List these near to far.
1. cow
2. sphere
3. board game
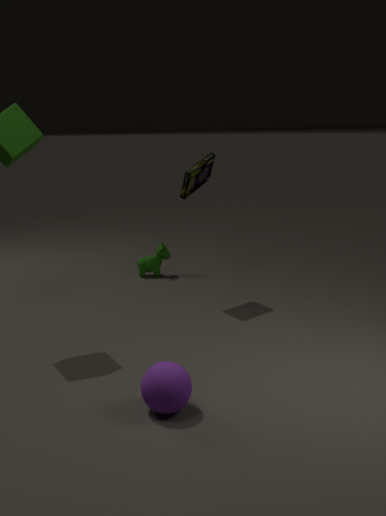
sphere, board game, cow
